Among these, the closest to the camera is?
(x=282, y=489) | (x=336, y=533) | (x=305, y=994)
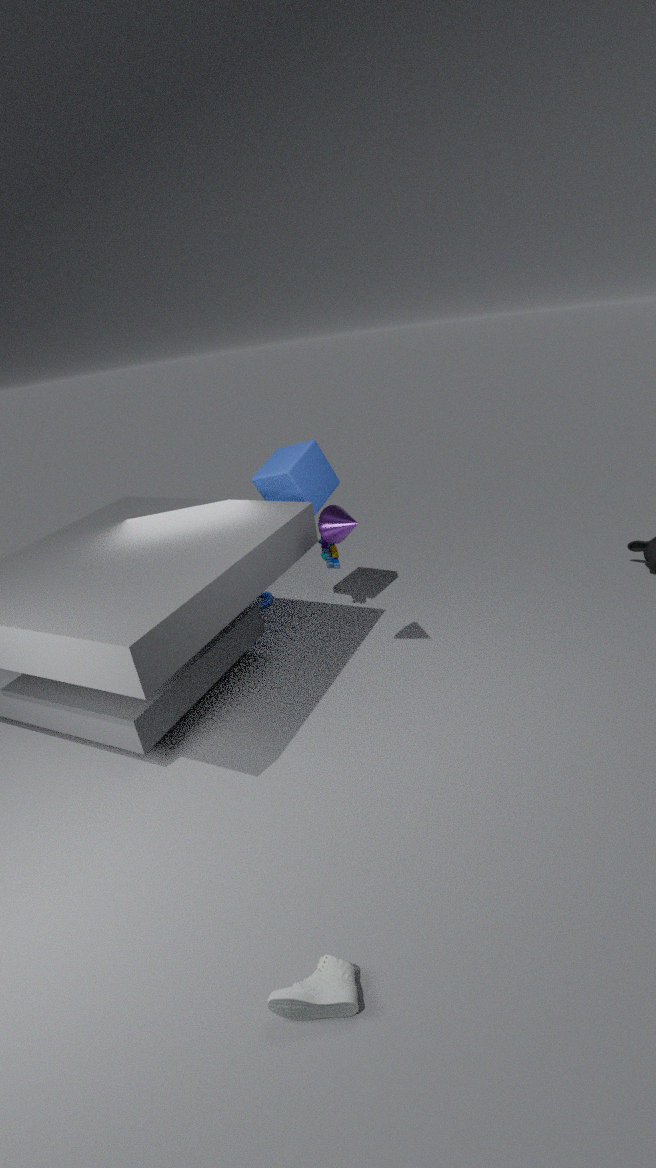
(x=305, y=994)
